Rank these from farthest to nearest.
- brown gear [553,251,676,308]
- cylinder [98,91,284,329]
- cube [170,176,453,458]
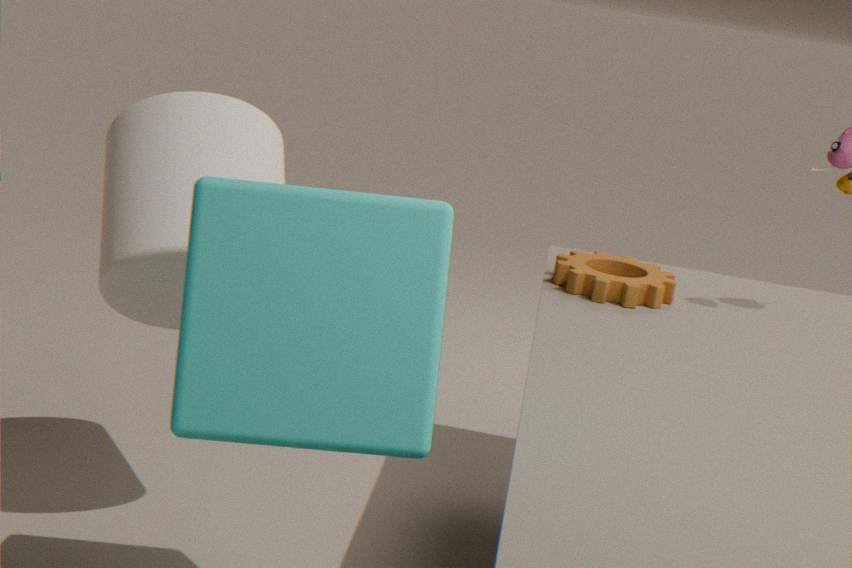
brown gear [553,251,676,308]
cylinder [98,91,284,329]
cube [170,176,453,458]
